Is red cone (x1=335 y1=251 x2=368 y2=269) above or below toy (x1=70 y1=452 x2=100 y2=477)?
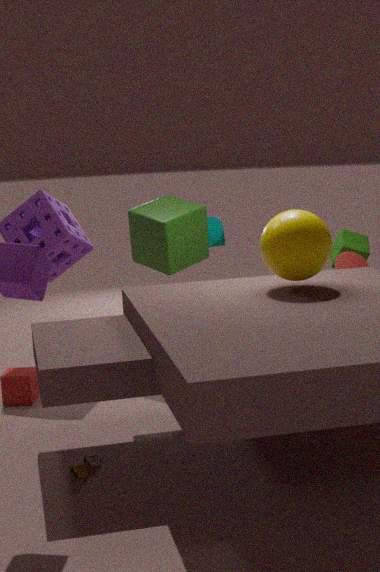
above
